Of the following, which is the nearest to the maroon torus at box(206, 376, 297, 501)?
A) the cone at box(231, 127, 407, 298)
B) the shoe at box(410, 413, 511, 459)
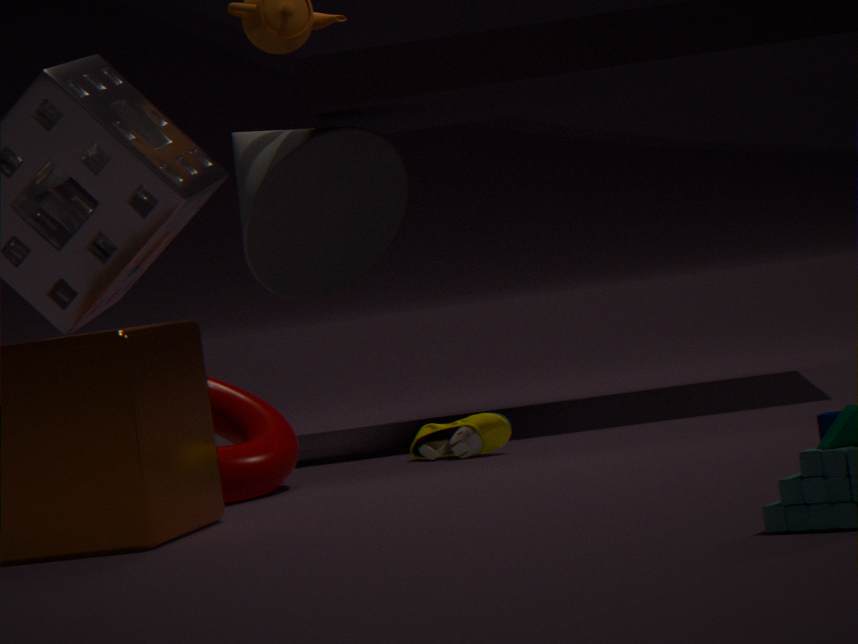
the shoe at box(410, 413, 511, 459)
